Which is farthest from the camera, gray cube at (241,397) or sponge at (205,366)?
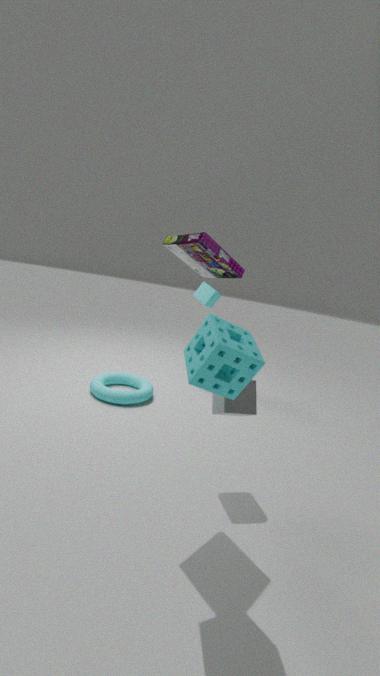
gray cube at (241,397)
